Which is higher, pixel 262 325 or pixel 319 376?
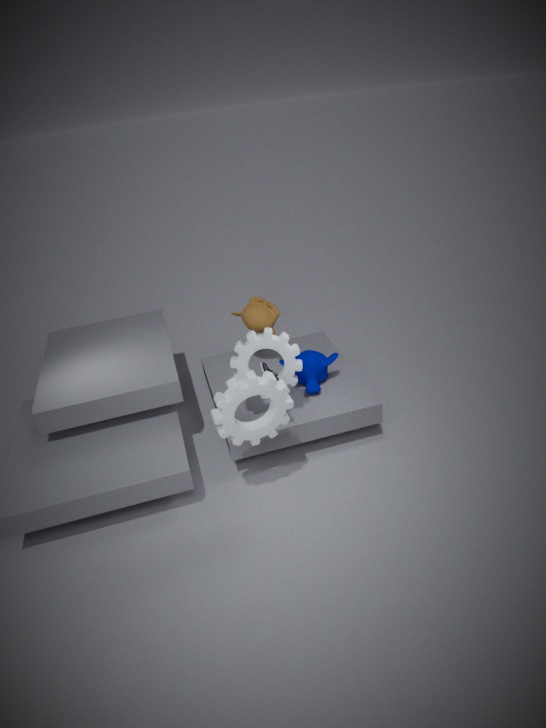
pixel 262 325
